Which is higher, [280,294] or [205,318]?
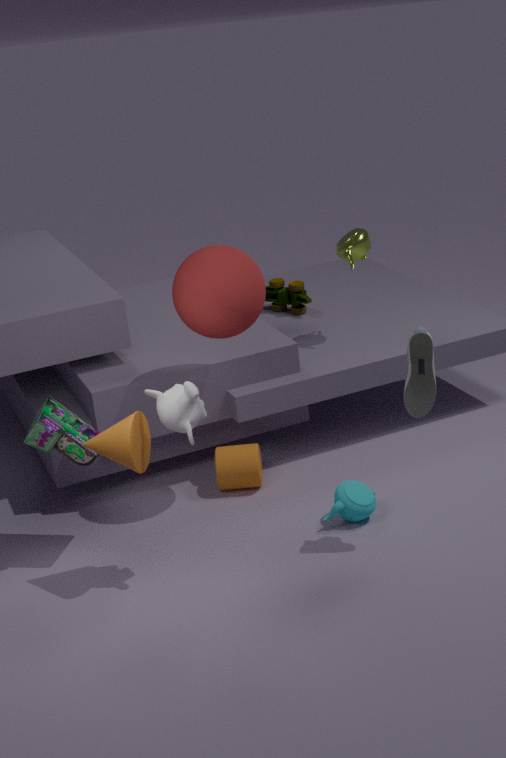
[205,318]
